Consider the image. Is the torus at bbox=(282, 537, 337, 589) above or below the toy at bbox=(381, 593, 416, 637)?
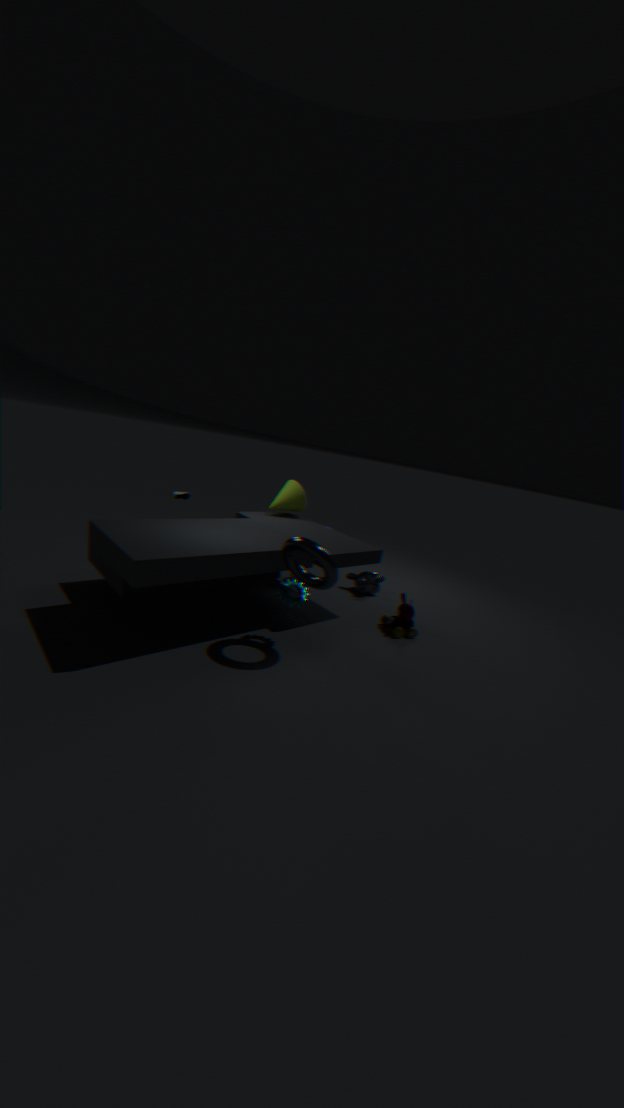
above
